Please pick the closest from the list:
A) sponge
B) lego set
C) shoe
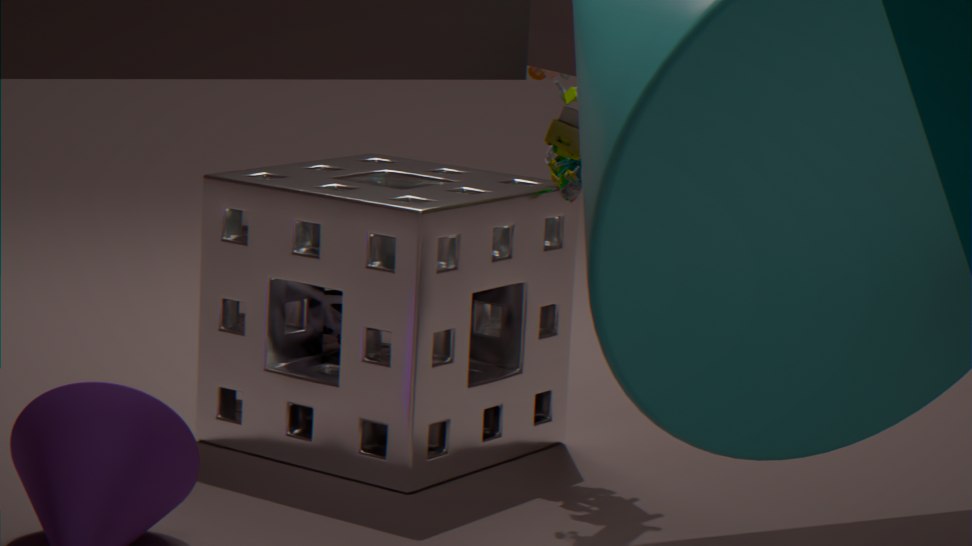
B
